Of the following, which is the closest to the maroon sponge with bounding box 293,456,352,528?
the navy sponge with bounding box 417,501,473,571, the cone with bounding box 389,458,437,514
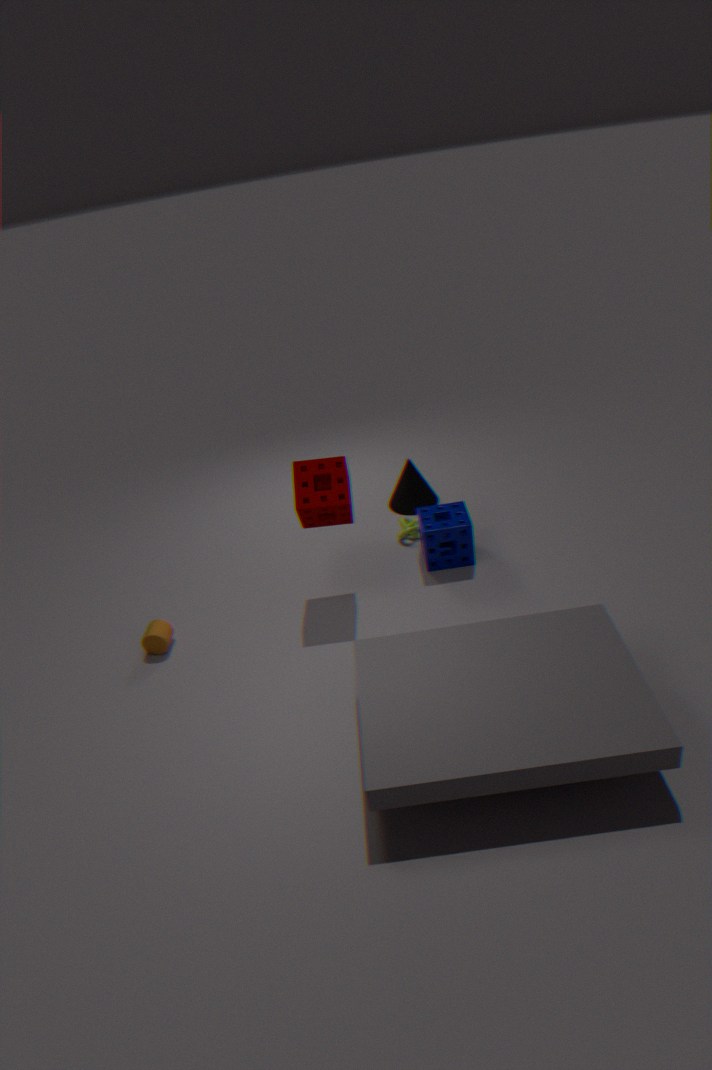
the navy sponge with bounding box 417,501,473,571
